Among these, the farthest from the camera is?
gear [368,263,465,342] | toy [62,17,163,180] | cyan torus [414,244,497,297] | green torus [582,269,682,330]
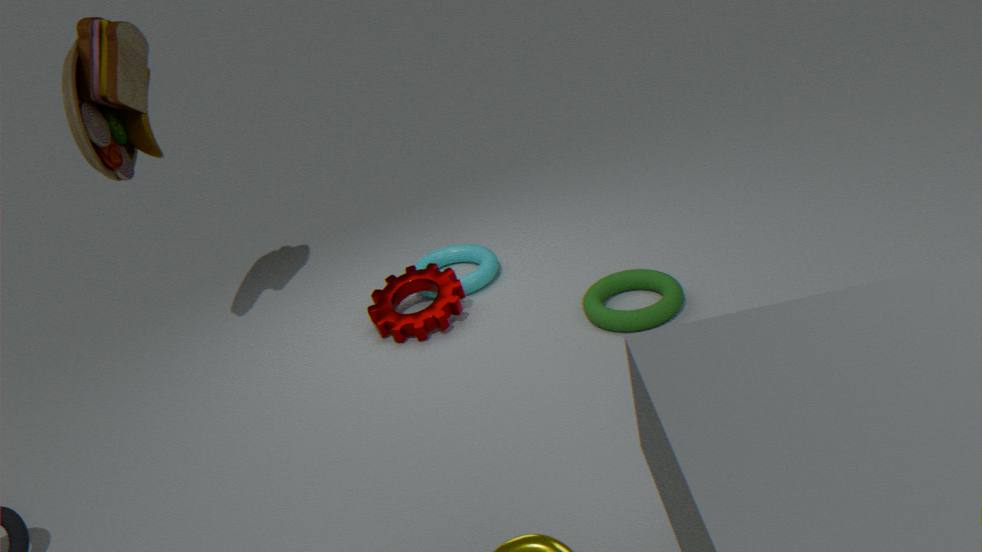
cyan torus [414,244,497,297]
